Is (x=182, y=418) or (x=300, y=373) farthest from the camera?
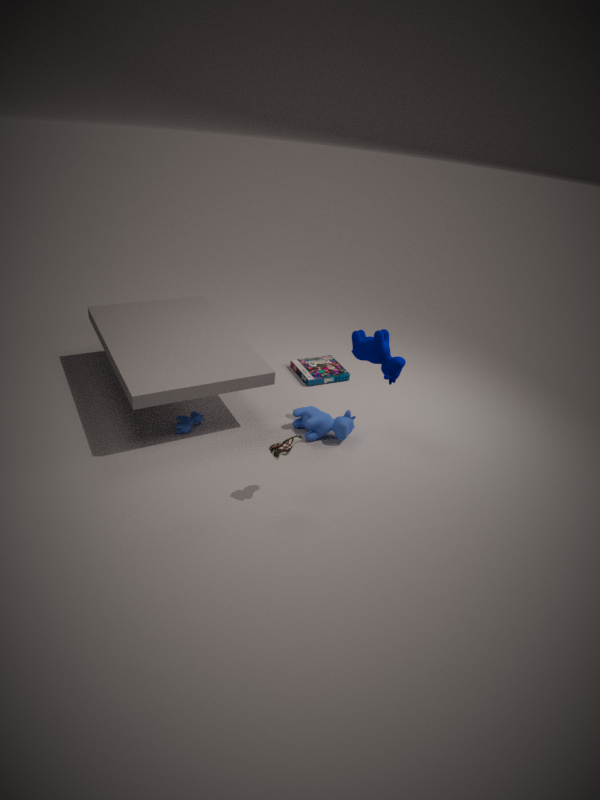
(x=300, y=373)
